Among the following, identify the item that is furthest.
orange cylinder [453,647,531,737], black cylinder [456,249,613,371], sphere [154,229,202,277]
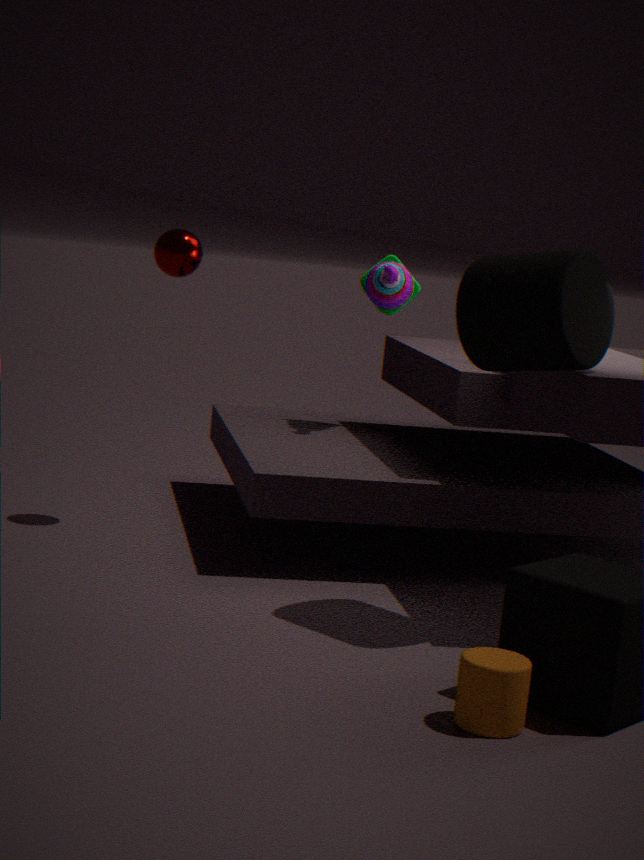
sphere [154,229,202,277]
